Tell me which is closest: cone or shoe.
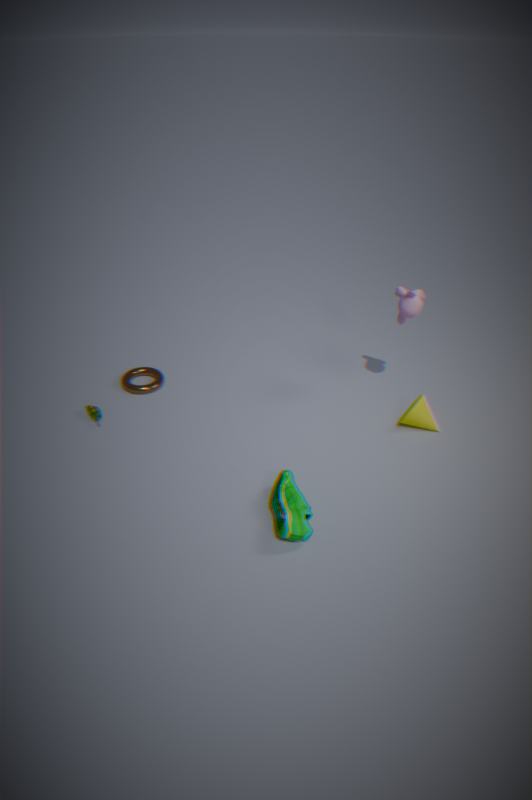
shoe
